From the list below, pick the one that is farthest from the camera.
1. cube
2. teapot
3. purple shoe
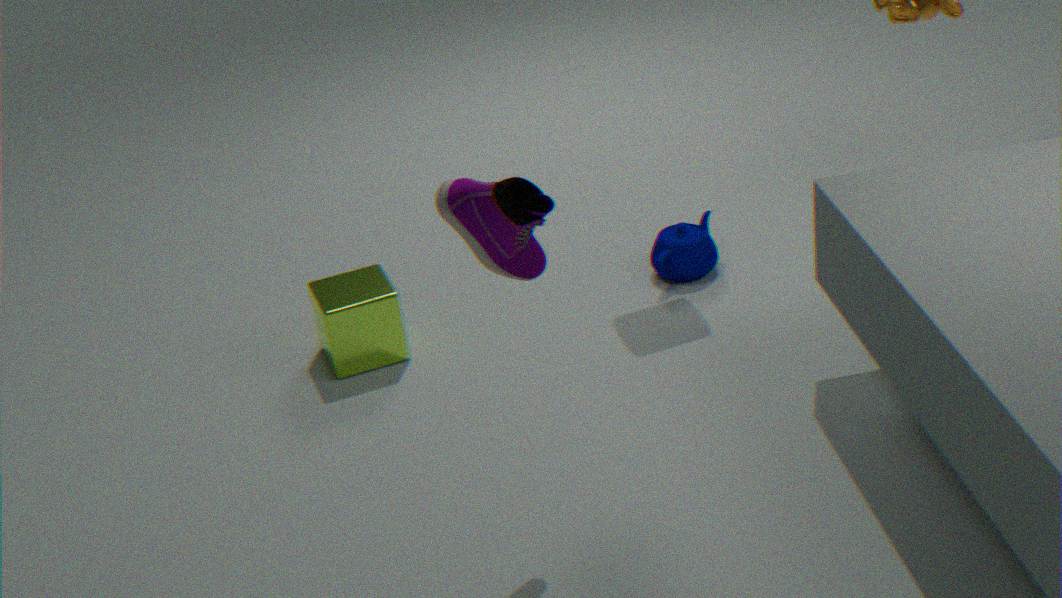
teapot
